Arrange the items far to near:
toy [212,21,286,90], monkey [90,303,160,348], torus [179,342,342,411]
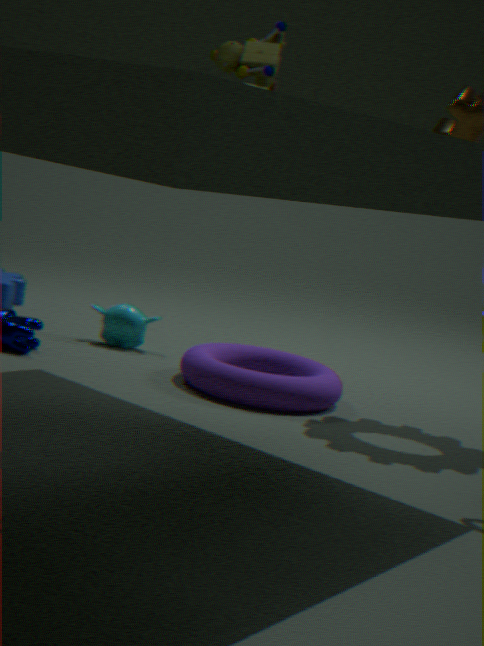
monkey [90,303,160,348], torus [179,342,342,411], toy [212,21,286,90]
